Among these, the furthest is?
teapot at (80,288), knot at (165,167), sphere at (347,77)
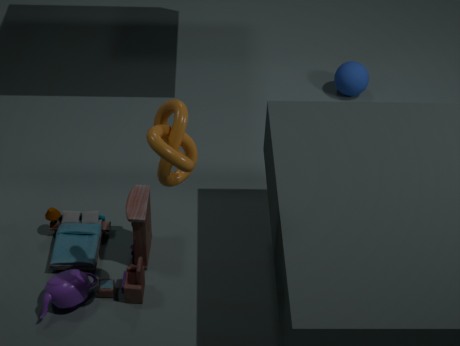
sphere at (347,77)
